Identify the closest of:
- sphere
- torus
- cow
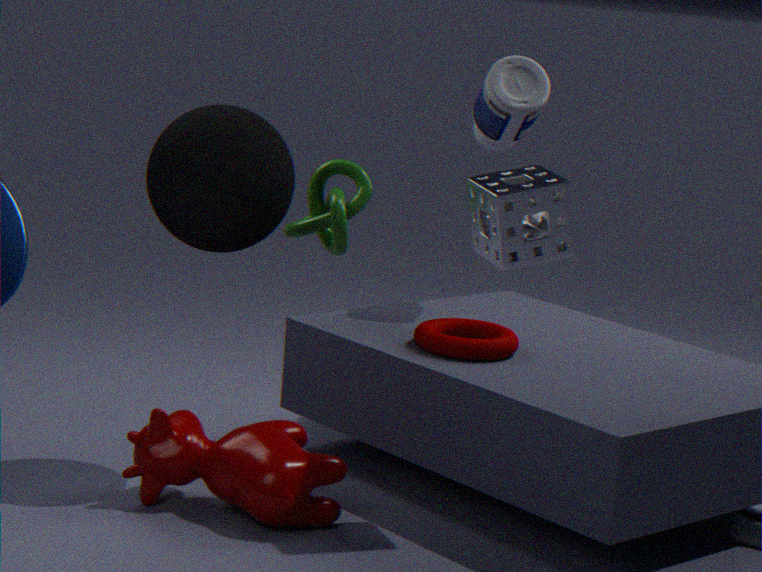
cow
